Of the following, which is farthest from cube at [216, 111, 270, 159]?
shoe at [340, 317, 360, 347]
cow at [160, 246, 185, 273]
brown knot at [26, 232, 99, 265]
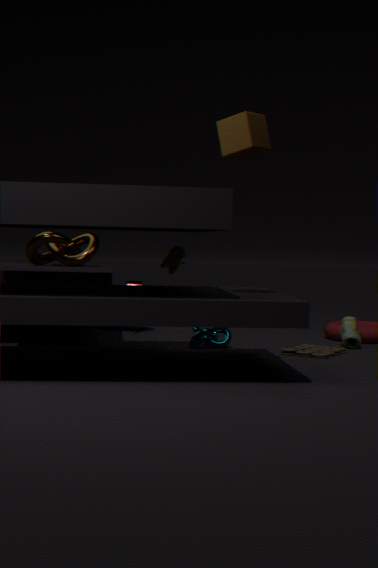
brown knot at [26, 232, 99, 265]
